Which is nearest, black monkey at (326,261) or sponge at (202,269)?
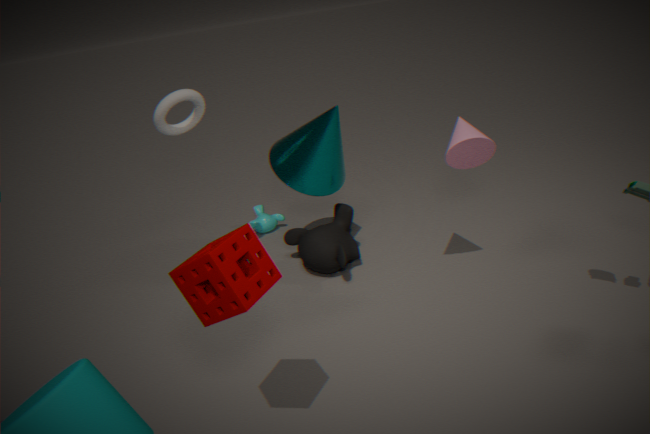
sponge at (202,269)
